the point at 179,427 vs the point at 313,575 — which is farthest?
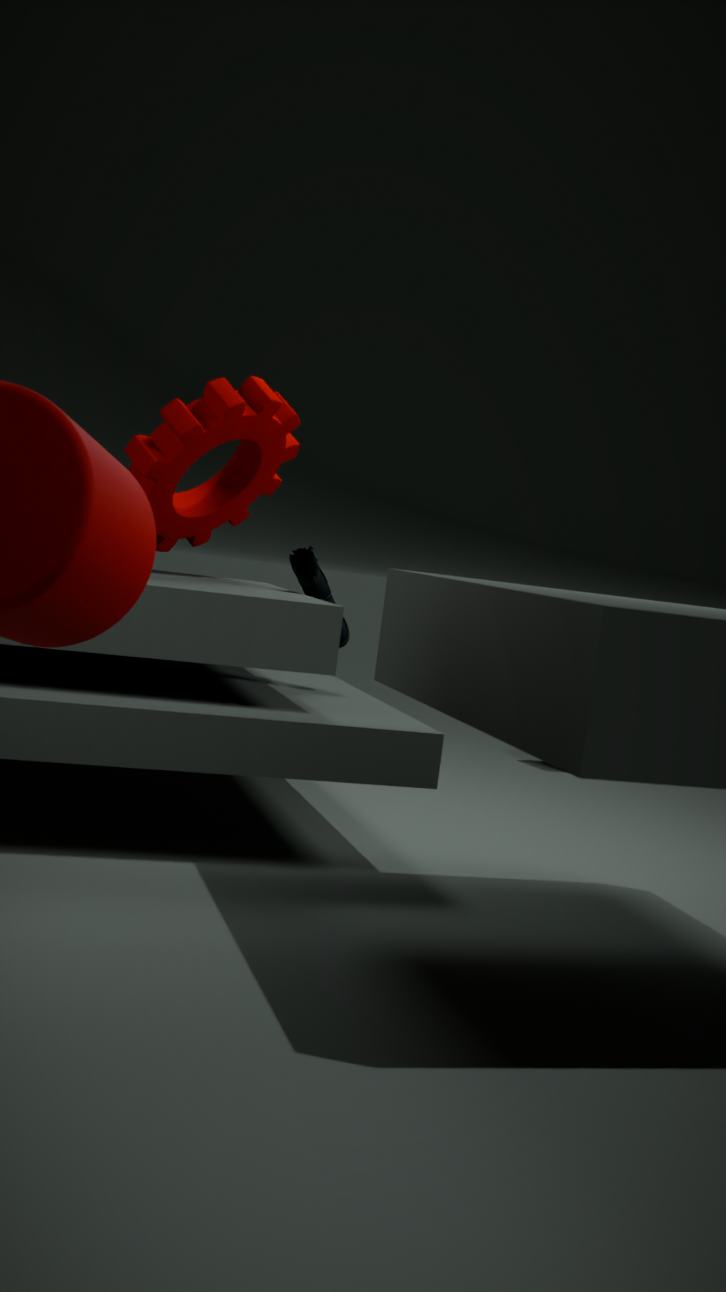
the point at 313,575
